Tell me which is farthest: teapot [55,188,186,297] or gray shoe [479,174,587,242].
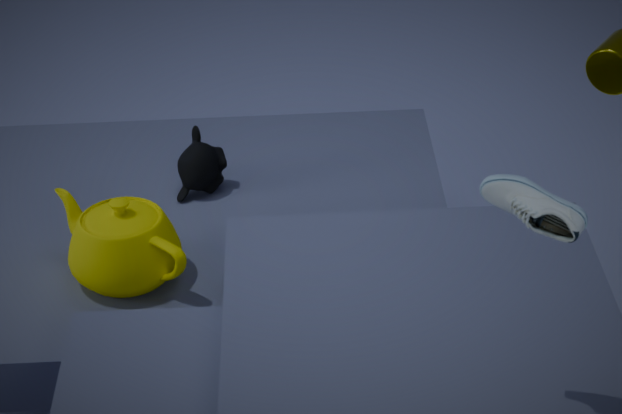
teapot [55,188,186,297]
